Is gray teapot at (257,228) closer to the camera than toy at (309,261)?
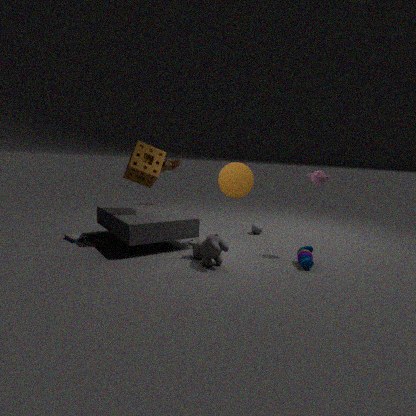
No
